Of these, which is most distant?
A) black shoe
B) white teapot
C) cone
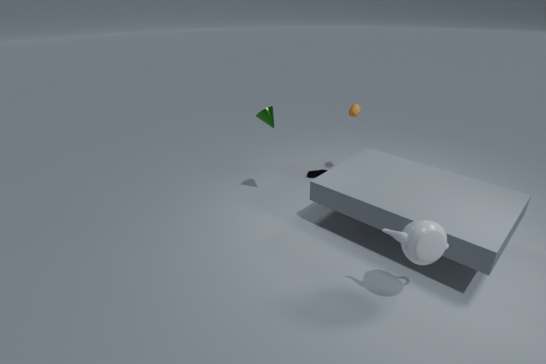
black shoe
